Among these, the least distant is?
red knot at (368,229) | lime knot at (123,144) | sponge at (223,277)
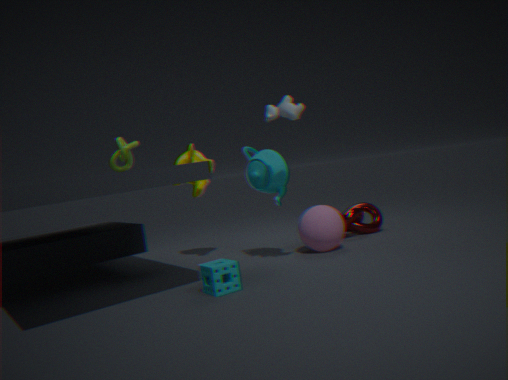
sponge at (223,277)
